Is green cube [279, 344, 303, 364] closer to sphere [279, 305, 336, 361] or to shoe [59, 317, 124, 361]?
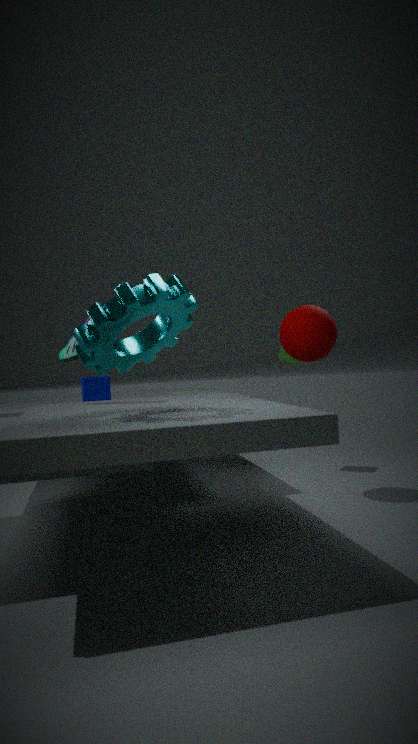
sphere [279, 305, 336, 361]
